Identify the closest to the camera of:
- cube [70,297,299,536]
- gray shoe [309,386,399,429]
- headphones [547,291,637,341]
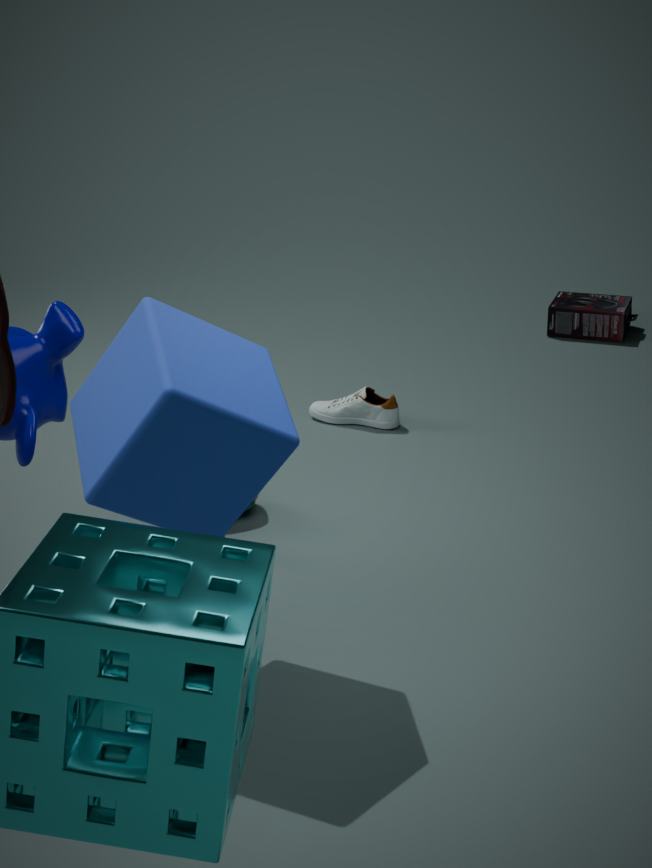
cube [70,297,299,536]
